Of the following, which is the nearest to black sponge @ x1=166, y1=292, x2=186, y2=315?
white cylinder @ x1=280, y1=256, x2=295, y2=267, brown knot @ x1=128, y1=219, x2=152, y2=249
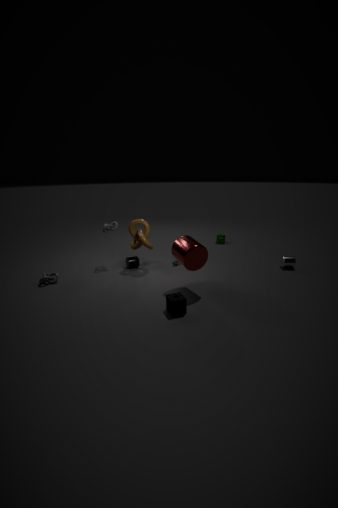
brown knot @ x1=128, y1=219, x2=152, y2=249
